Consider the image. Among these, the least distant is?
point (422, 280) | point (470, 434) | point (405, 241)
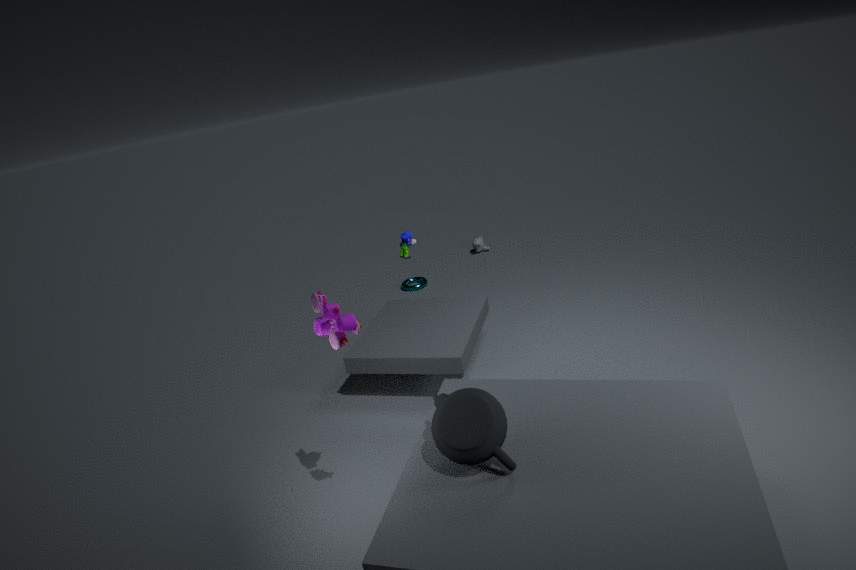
point (470, 434)
